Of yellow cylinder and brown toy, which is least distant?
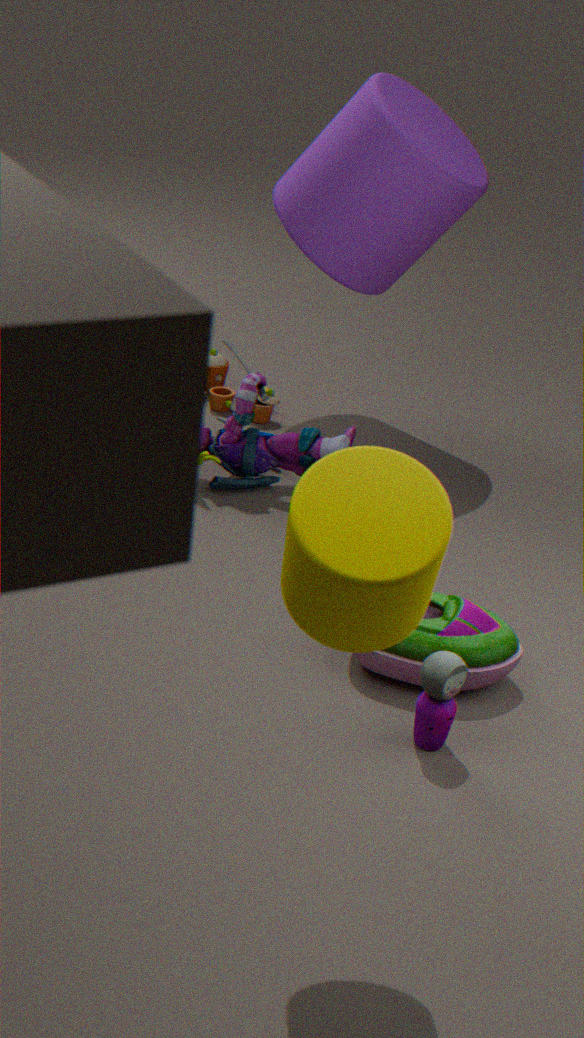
yellow cylinder
